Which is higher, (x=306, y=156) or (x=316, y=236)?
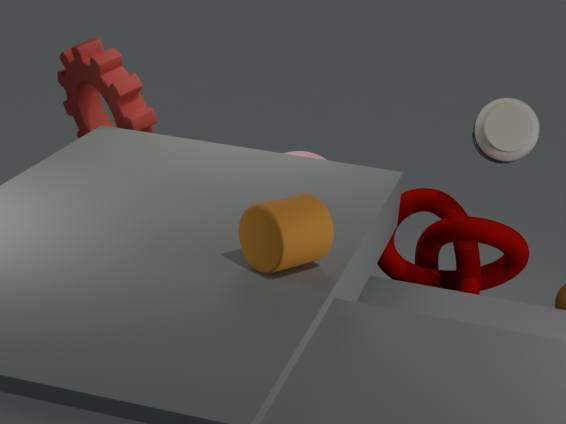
(x=316, y=236)
